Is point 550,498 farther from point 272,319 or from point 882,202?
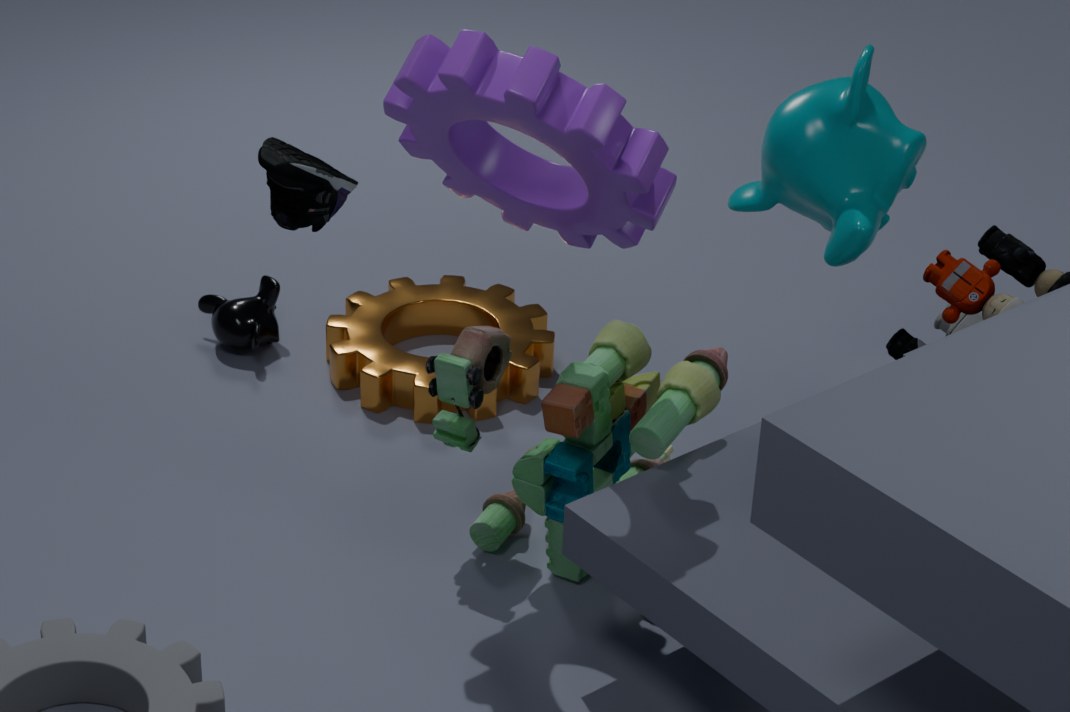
point 272,319
